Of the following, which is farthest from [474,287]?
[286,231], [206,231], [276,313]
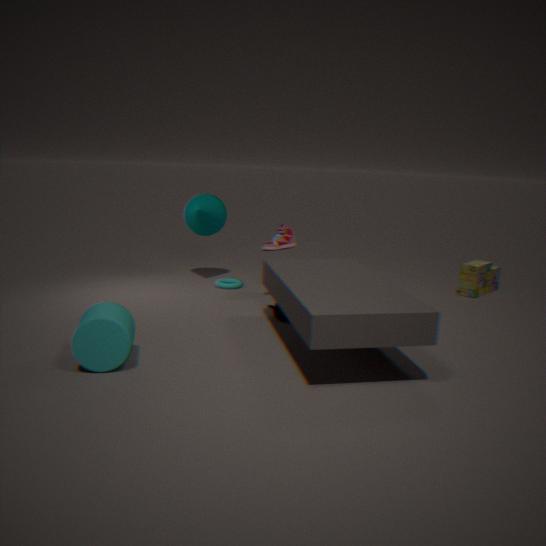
[206,231]
